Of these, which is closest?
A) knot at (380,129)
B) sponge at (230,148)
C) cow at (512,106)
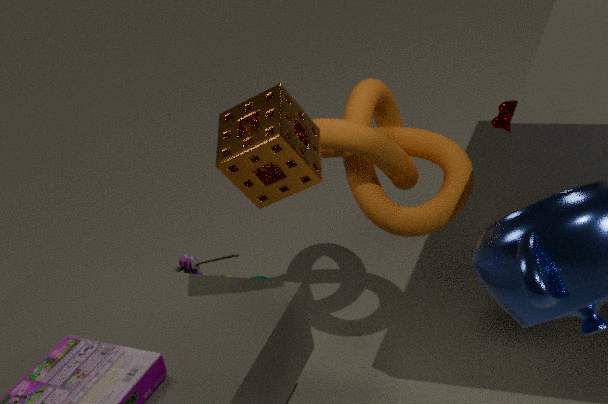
sponge at (230,148)
